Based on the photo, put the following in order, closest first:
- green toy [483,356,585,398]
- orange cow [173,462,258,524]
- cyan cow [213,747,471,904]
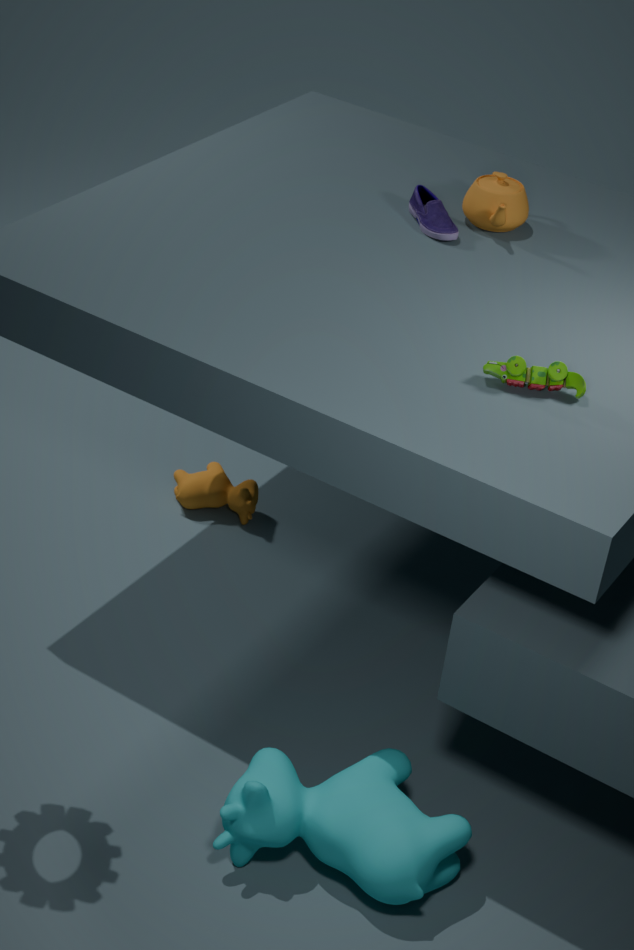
cyan cow [213,747,471,904]
green toy [483,356,585,398]
orange cow [173,462,258,524]
